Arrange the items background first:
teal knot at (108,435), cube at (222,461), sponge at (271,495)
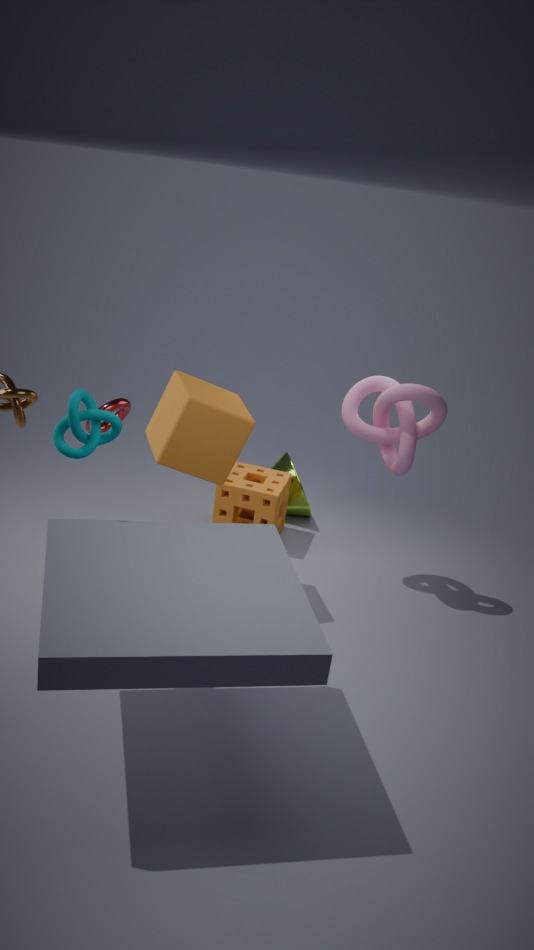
sponge at (271,495) → cube at (222,461) → teal knot at (108,435)
